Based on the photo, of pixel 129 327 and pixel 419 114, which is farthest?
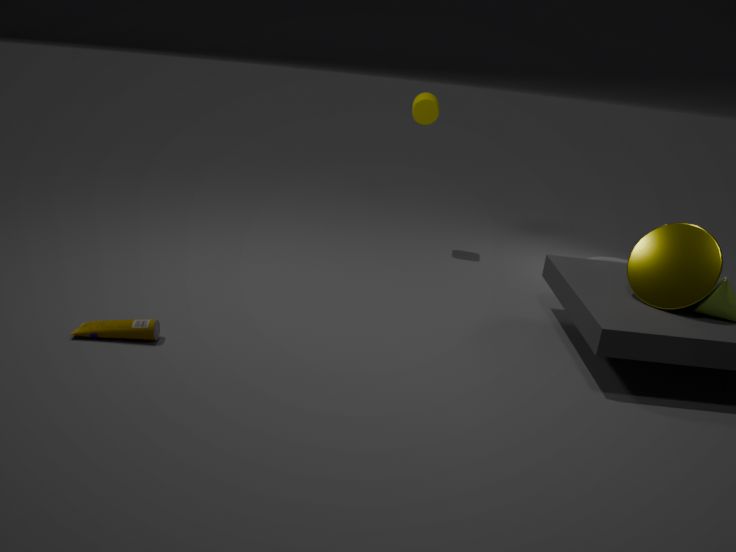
pixel 419 114
